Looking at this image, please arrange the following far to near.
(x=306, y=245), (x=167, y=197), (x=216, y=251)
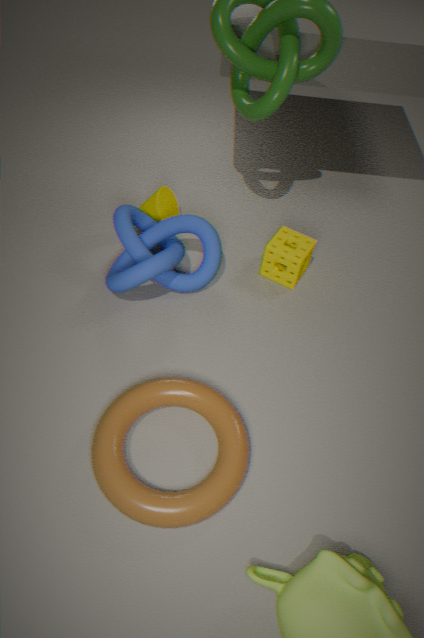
(x=167, y=197) < (x=306, y=245) < (x=216, y=251)
